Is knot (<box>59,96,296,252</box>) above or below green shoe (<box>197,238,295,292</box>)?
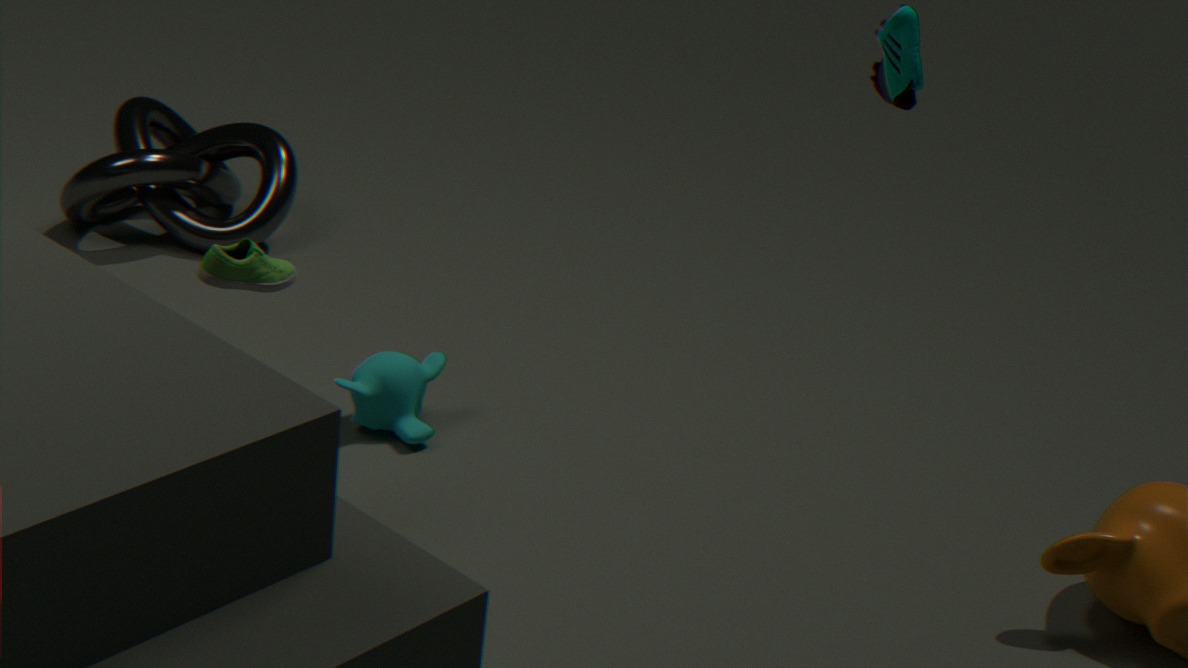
below
